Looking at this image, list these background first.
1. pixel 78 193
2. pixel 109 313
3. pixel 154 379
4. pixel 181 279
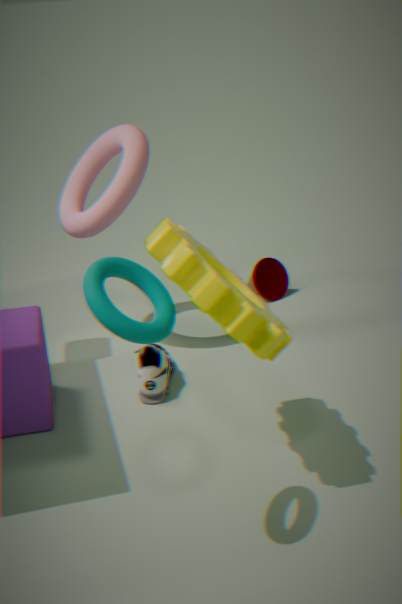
pixel 78 193, pixel 154 379, pixel 181 279, pixel 109 313
